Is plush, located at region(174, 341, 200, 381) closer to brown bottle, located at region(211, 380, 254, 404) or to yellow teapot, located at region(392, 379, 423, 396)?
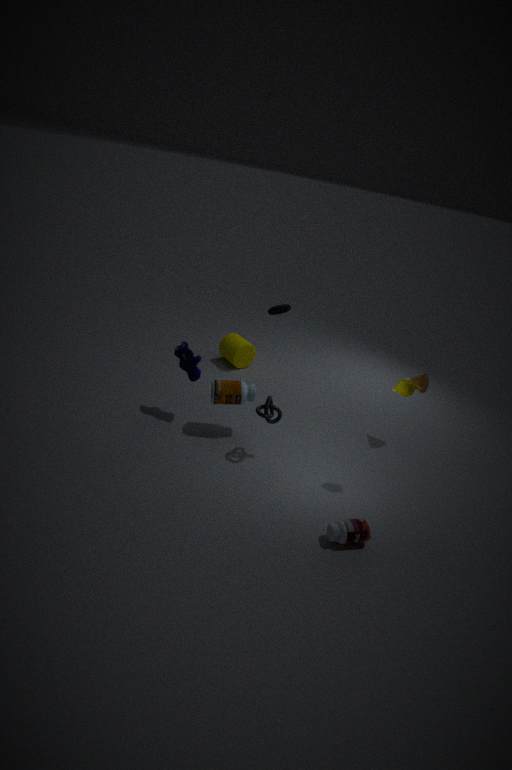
brown bottle, located at region(211, 380, 254, 404)
